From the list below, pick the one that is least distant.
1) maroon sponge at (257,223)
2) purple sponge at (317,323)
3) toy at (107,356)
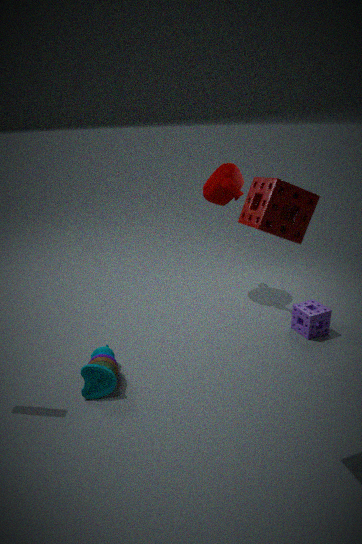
1. maroon sponge at (257,223)
